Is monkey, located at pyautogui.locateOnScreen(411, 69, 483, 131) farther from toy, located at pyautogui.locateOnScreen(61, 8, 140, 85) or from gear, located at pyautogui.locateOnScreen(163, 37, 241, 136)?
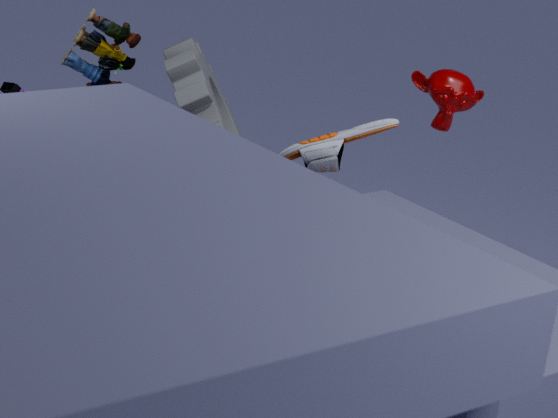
toy, located at pyautogui.locateOnScreen(61, 8, 140, 85)
